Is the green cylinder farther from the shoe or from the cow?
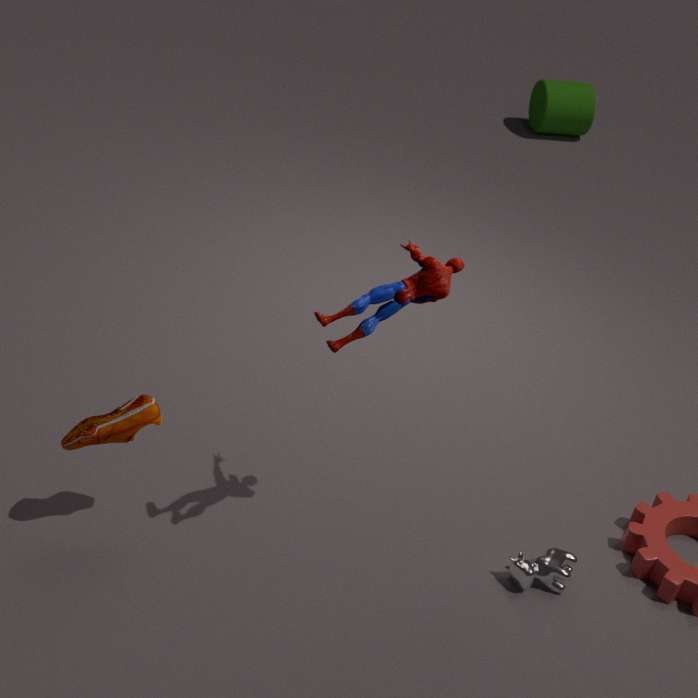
the shoe
